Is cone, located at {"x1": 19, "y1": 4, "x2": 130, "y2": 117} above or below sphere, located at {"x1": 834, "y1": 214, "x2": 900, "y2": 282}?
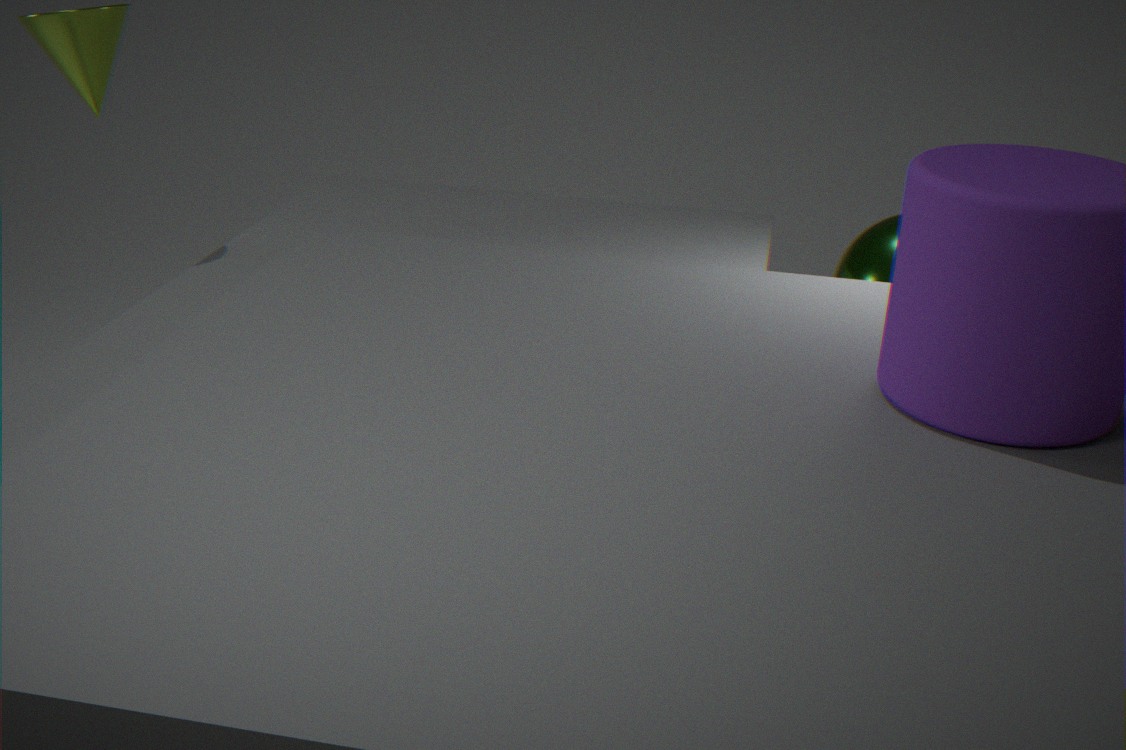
above
